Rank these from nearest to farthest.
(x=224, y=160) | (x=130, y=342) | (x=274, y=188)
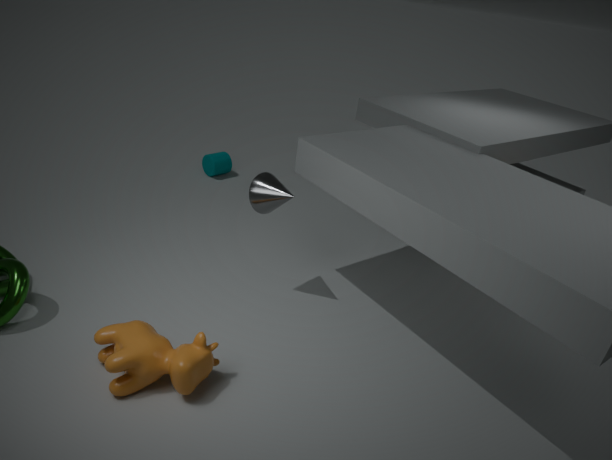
(x=130, y=342) < (x=274, y=188) < (x=224, y=160)
